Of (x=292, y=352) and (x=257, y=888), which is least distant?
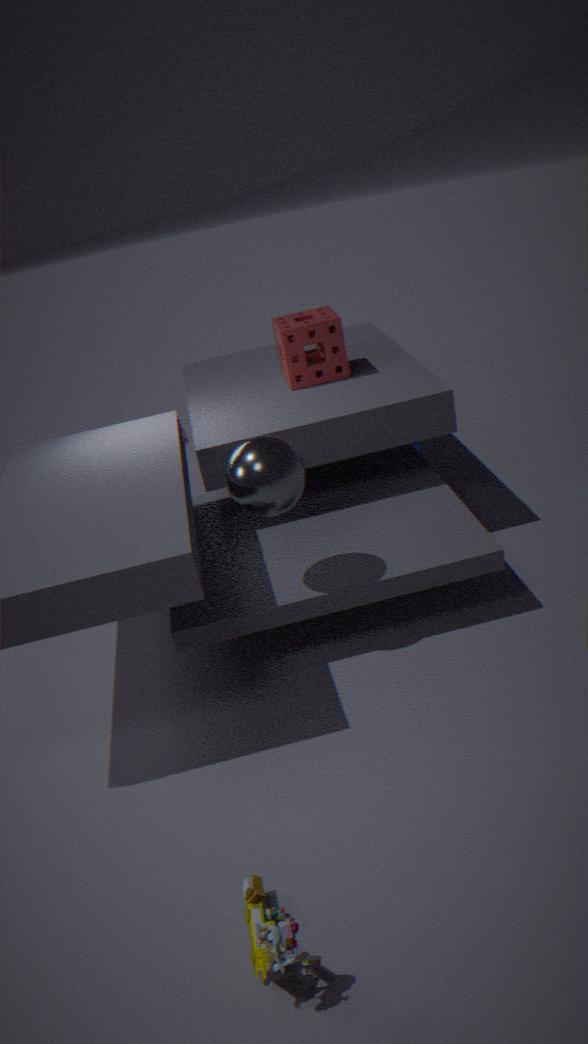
(x=257, y=888)
